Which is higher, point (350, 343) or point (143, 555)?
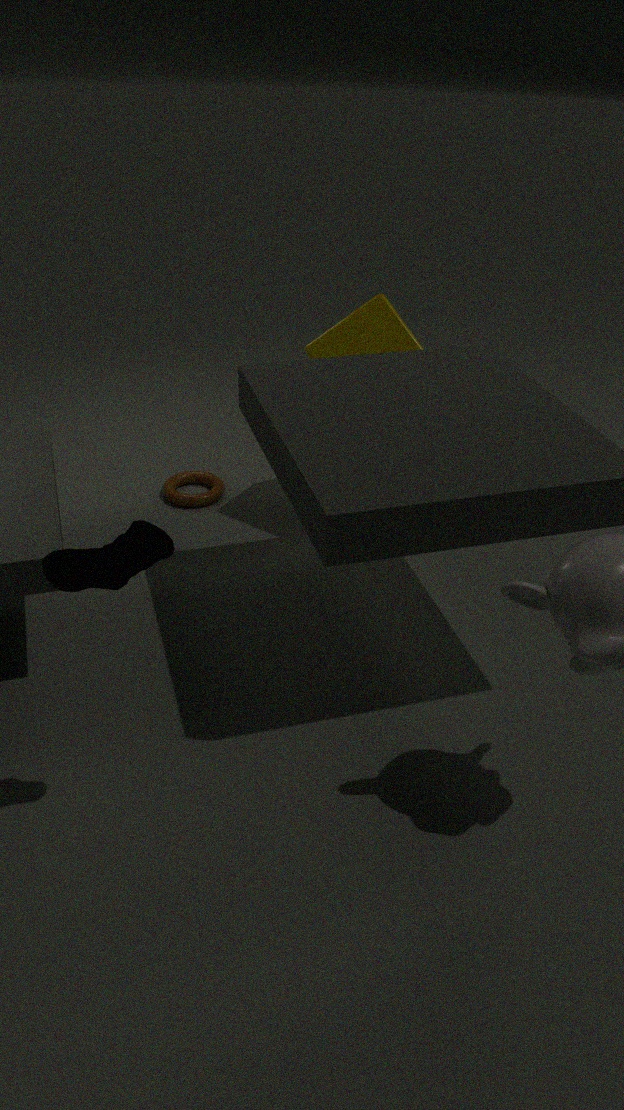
point (143, 555)
